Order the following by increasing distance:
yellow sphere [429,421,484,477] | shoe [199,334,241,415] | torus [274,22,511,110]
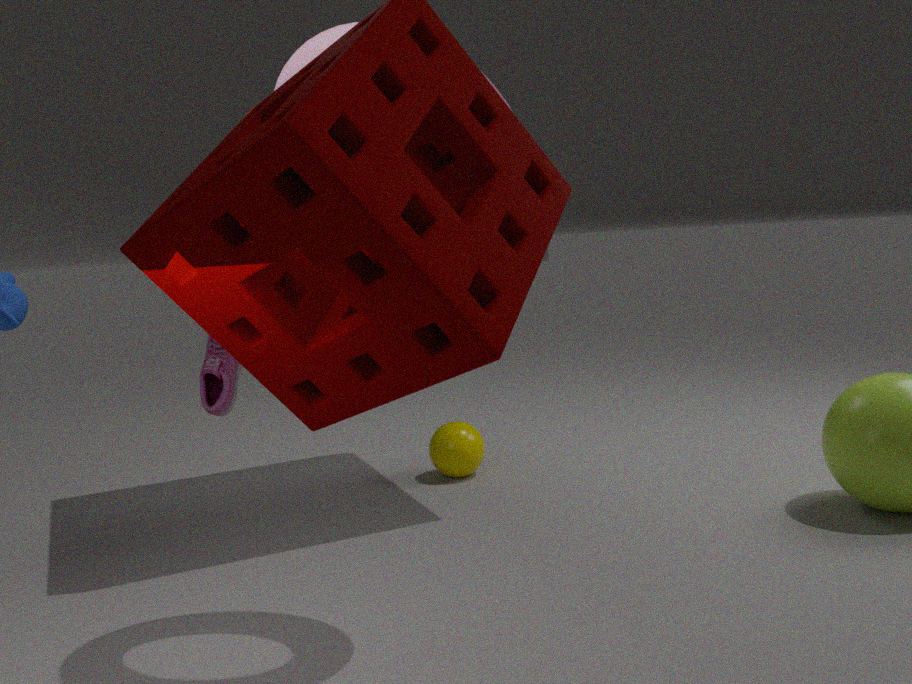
torus [274,22,511,110]
shoe [199,334,241,415]
yellow sphere [429,421,484,477]
